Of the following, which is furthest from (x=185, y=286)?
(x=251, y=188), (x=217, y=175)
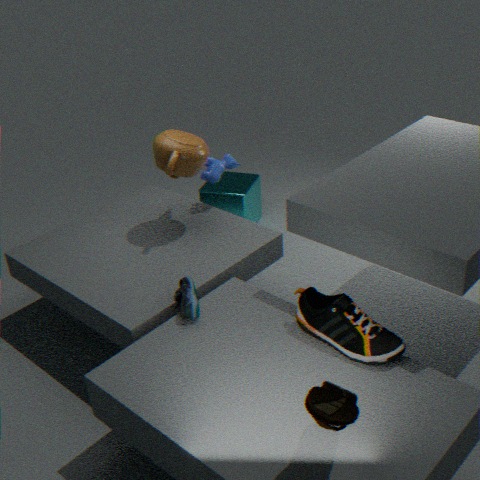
(x=251, y=188)
